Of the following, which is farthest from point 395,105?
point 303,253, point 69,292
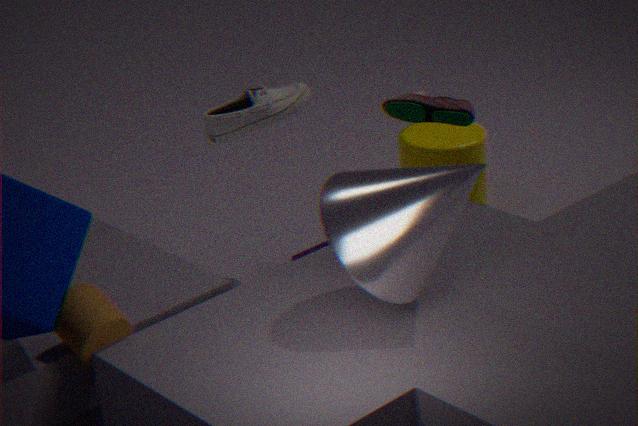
point 69,292
